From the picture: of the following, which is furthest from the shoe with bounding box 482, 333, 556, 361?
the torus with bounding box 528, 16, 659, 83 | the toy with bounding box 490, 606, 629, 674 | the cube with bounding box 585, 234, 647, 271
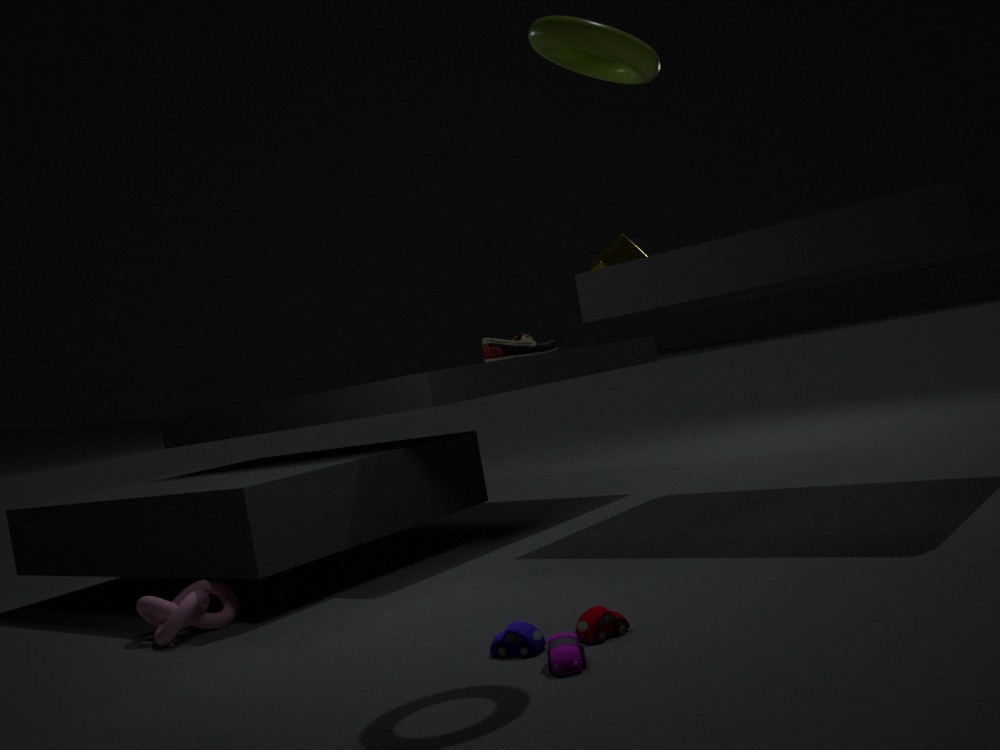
the toy with bounding box 490, 606, 629, 674
